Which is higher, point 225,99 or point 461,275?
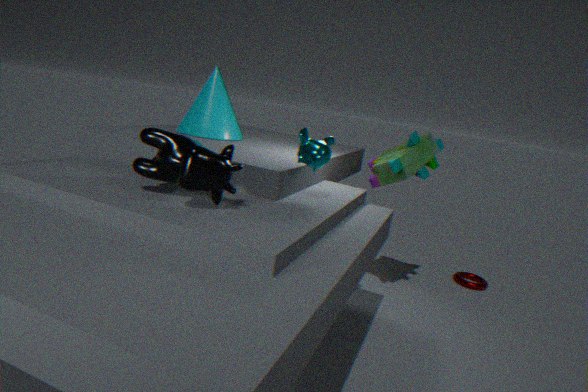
point 225,99
